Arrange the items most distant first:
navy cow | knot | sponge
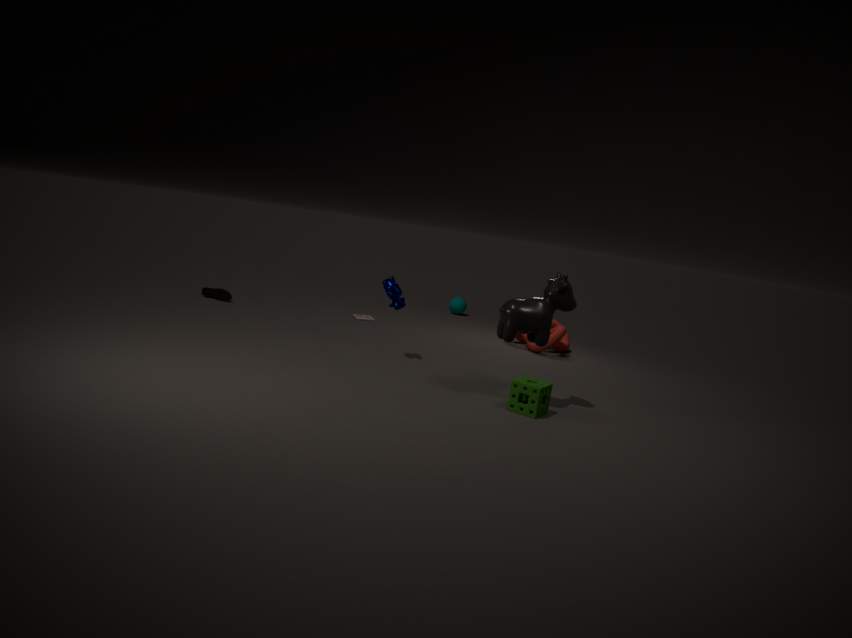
knot
navy cow
sponge
